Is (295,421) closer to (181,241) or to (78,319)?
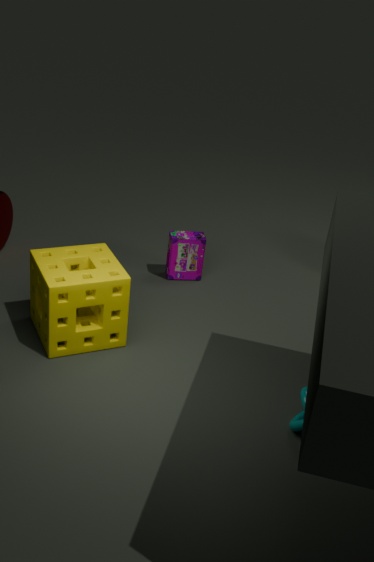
(78,319)
